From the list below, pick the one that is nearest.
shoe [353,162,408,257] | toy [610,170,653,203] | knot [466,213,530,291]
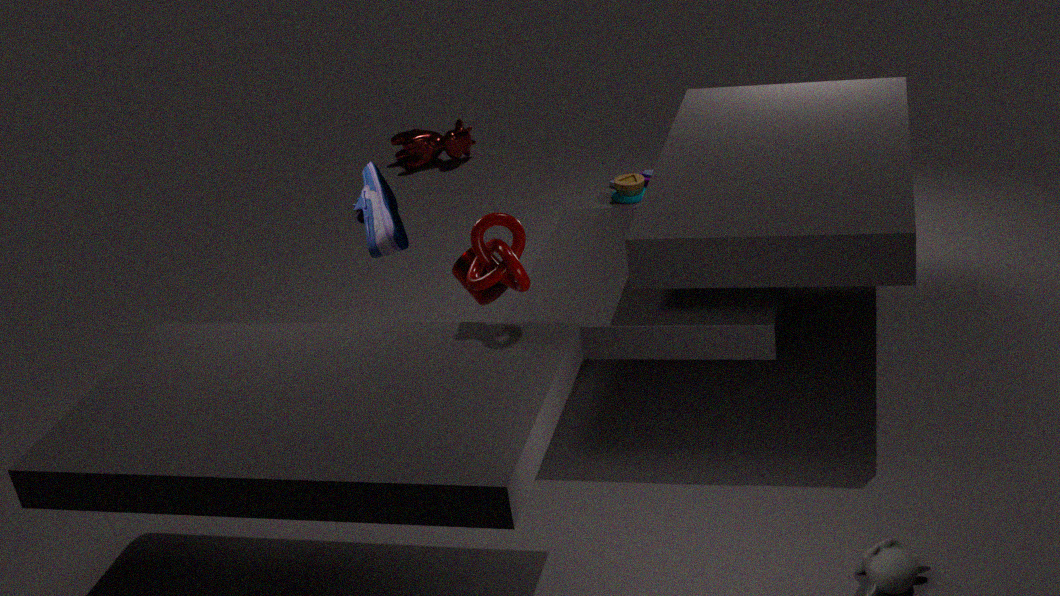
knot [466,213,530,291]
